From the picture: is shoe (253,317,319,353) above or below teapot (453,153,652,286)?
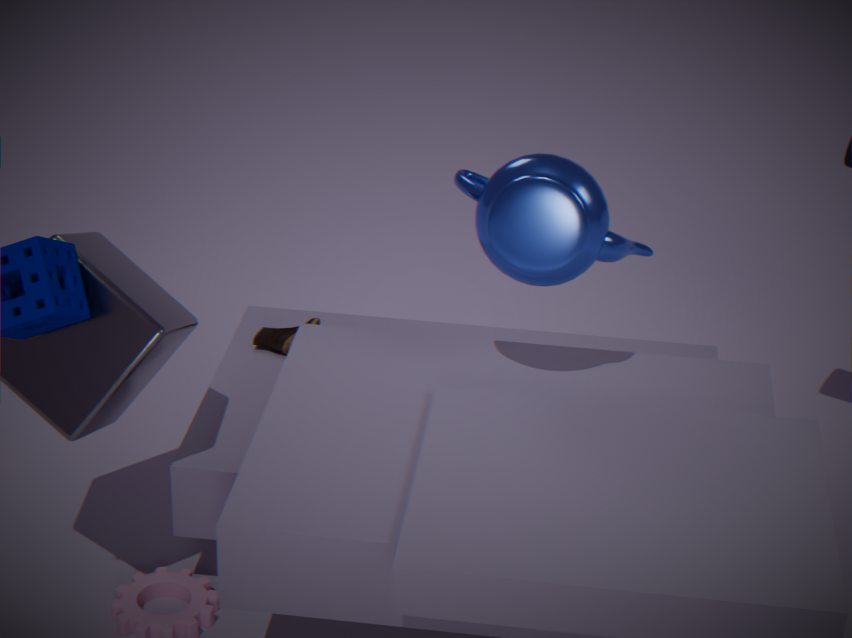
below
